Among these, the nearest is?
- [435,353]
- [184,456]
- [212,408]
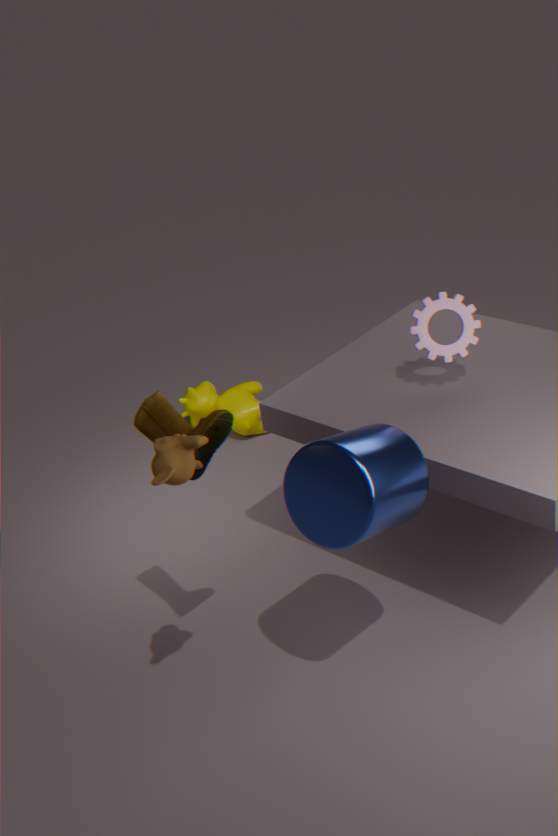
[184,456]
